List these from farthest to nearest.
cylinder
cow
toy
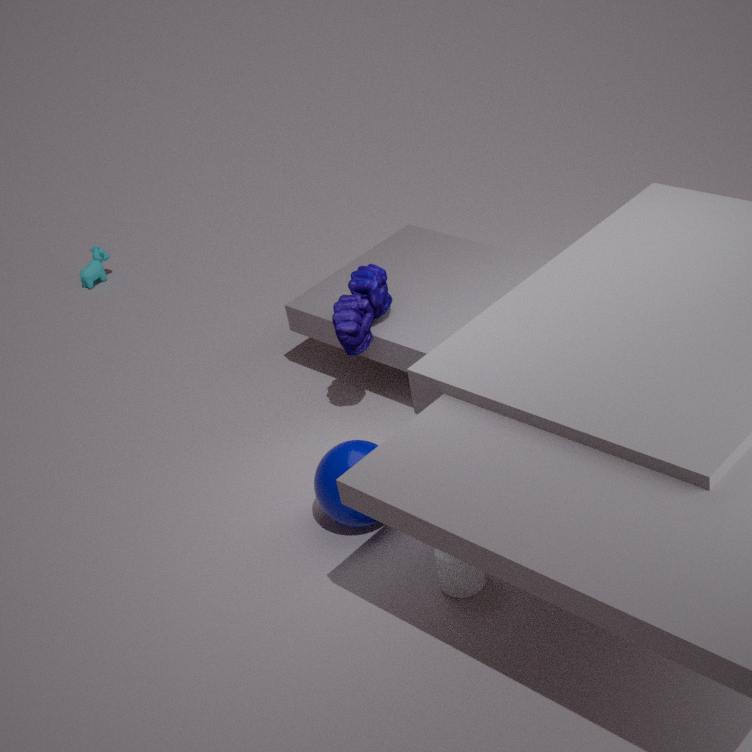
cow < toy < cylinder
